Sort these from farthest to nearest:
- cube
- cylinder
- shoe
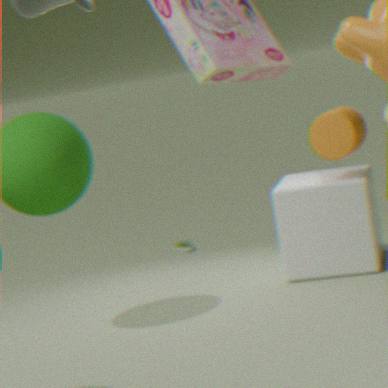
1. shoe
2. cube
3. cylinder
